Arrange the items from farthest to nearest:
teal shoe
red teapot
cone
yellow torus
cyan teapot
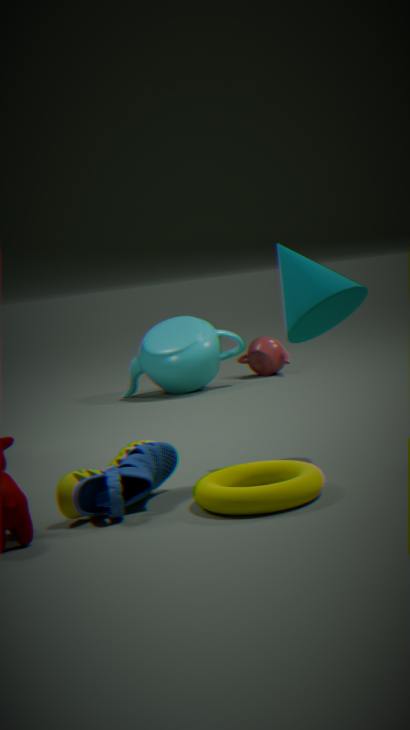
red teapot → cyan teapot → cone → teal shoe → yellow torus
